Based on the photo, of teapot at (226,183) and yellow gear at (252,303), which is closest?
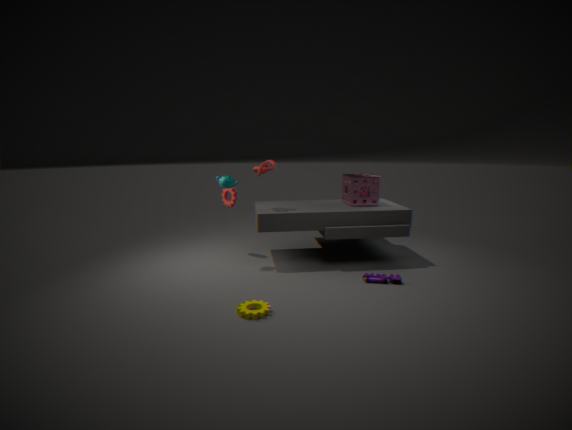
yellow gear at (252,303)
